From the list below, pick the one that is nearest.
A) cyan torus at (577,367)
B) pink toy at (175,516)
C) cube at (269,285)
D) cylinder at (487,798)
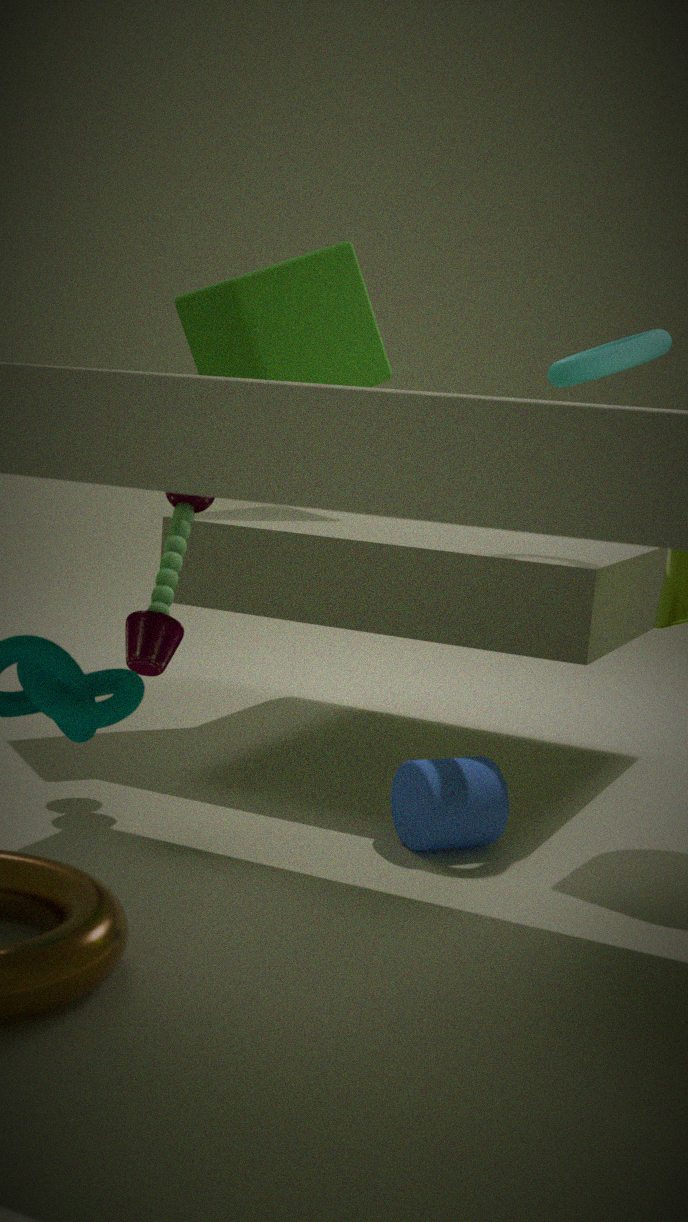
cylinder at (487,798)
